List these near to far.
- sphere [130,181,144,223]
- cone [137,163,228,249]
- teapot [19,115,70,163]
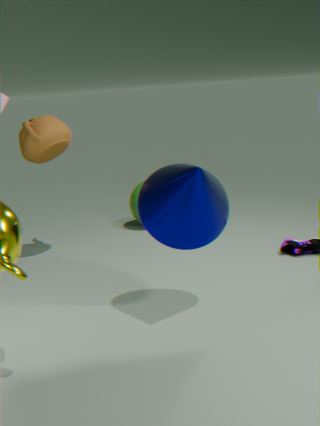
1. cone [137,163,228,249]
2. teapot [19,115,70,163]
3. sphere [130,181,144,223]
